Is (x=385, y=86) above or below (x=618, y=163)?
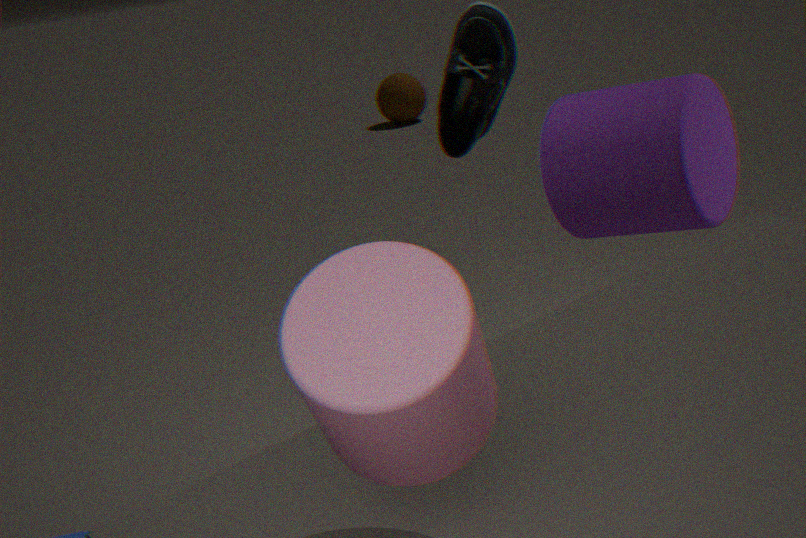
below
